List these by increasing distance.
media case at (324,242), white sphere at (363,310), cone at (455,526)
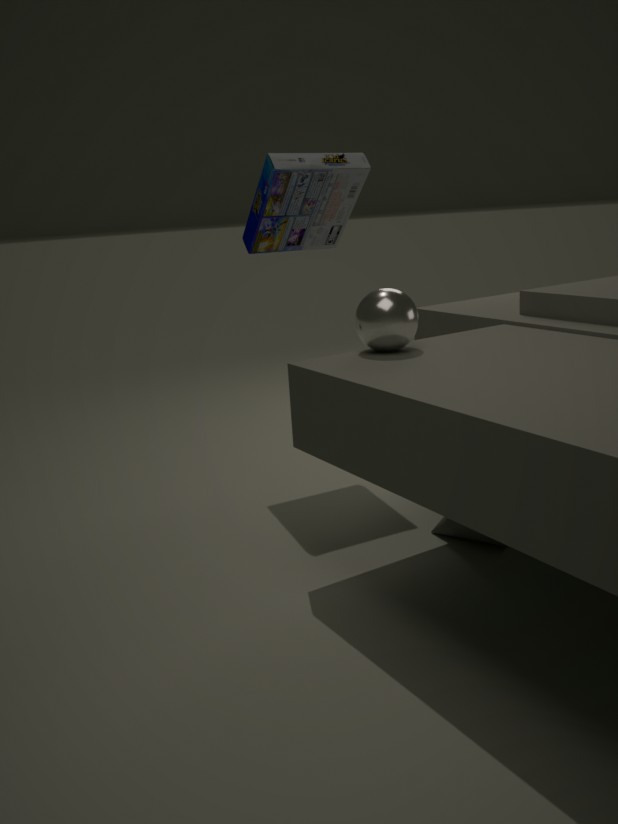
white sphere at (363,310), cone at (455,526), media case at (324,242)
